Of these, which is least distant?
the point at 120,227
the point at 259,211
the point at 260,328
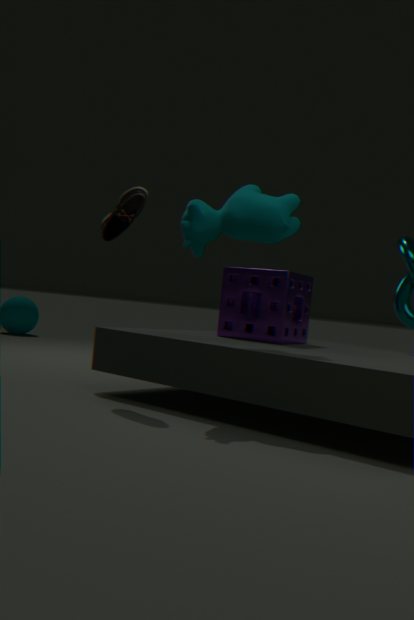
the point at 259,211
